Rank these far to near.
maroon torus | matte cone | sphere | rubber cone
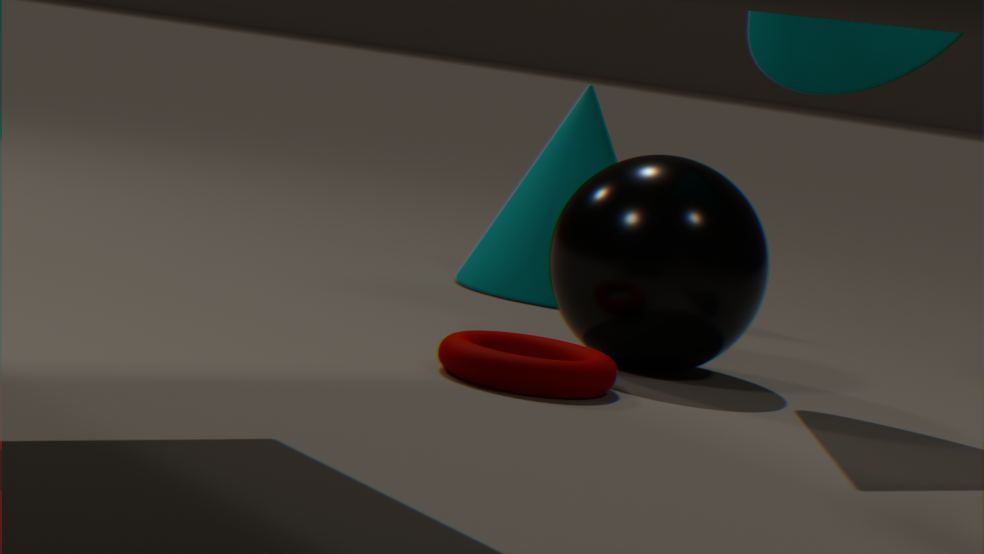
rubber cone < sphere < matte cone < maroon torus
